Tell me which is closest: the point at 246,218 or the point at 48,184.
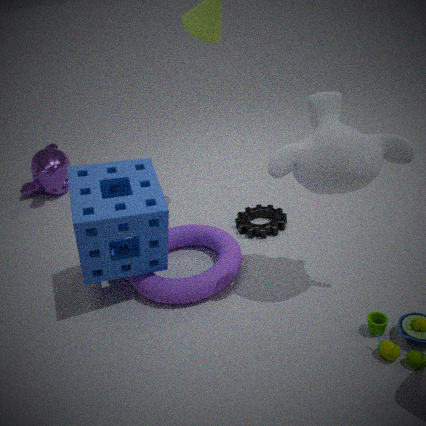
the point at 246,218
